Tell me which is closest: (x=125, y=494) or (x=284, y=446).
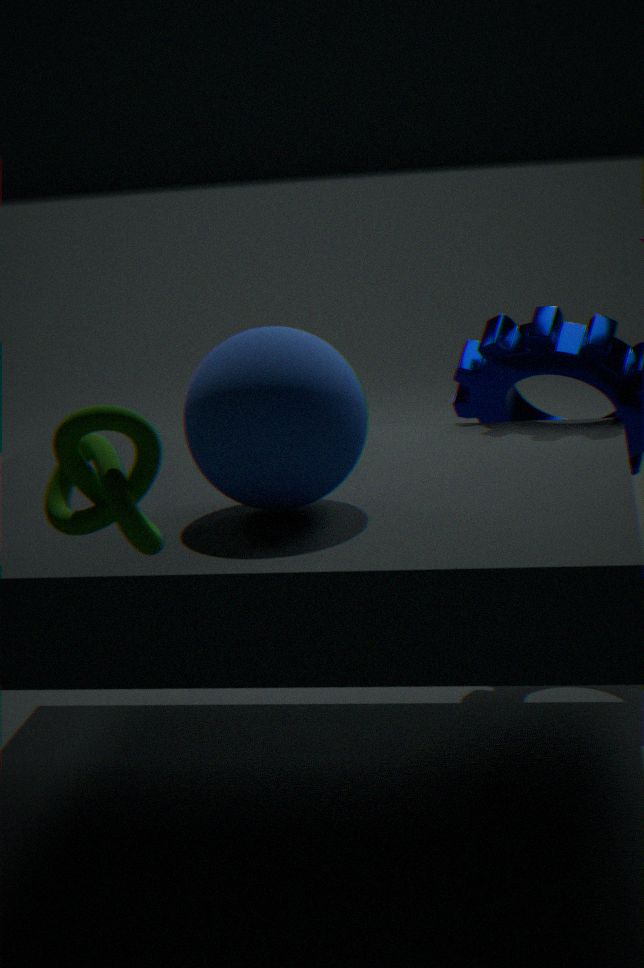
(x=125, y=494)
